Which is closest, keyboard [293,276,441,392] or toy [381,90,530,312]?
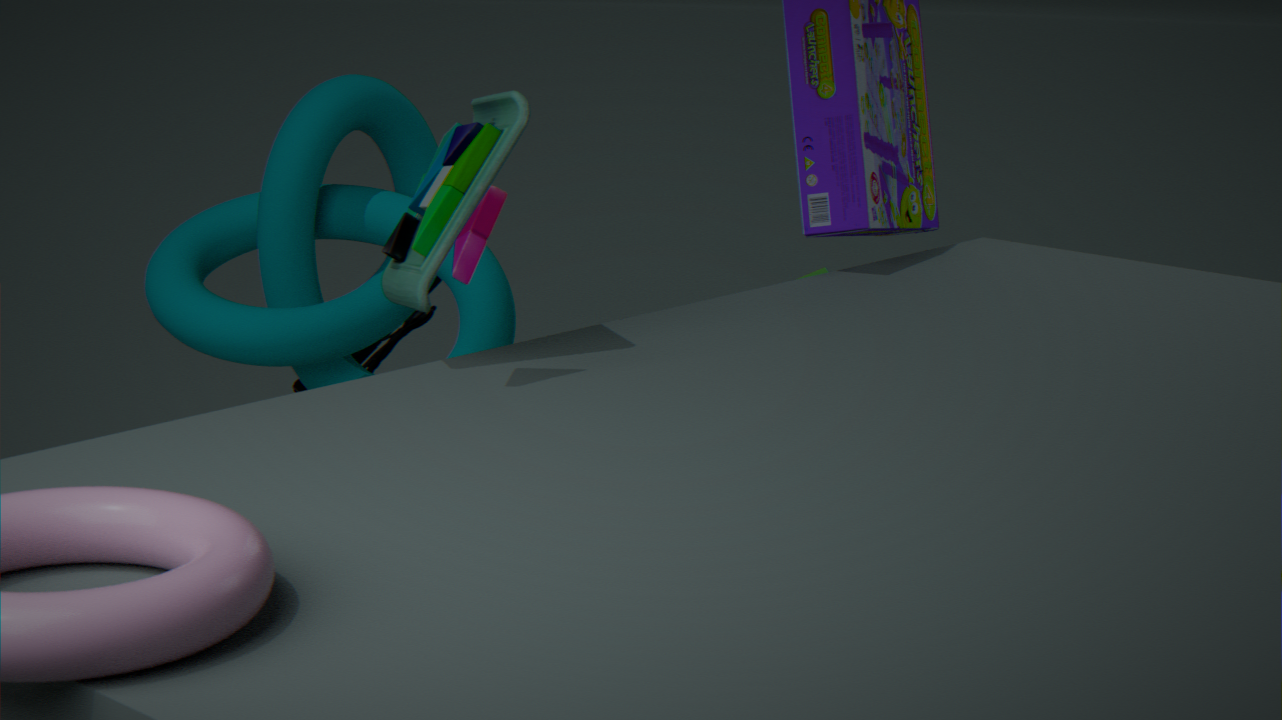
toy [381,90,530,312]
